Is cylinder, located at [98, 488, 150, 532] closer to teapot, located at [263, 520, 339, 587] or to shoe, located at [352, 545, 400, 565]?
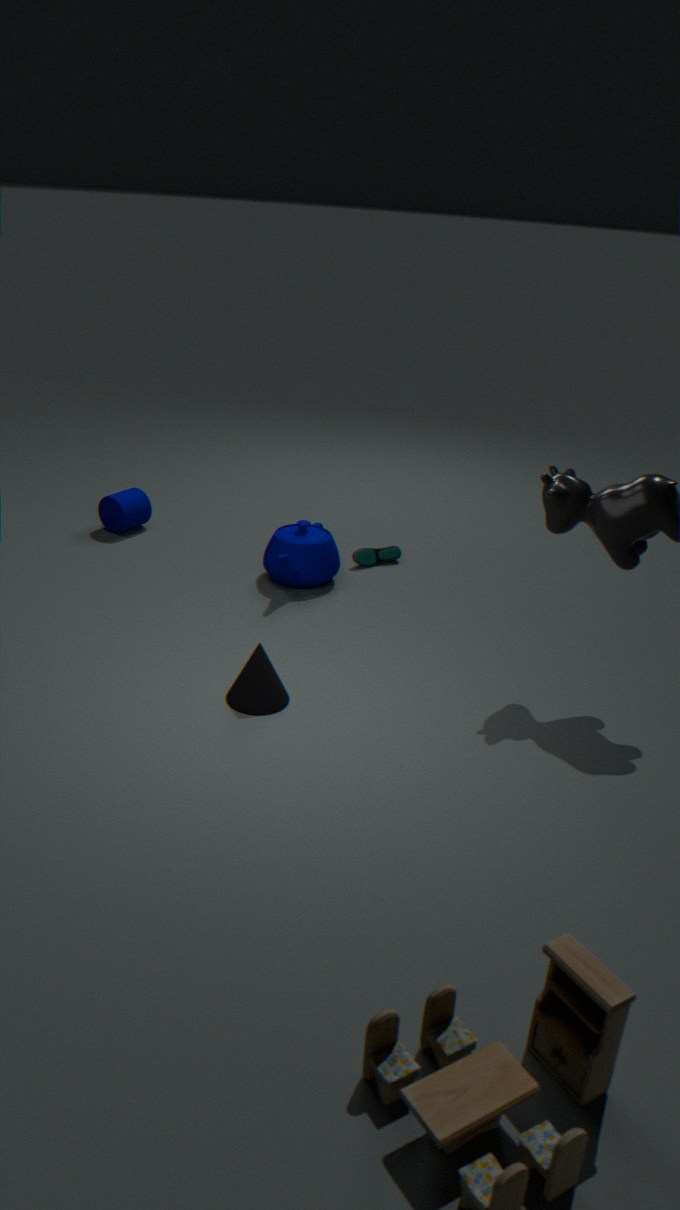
teapot, located at [263, 520, 339, 587]
